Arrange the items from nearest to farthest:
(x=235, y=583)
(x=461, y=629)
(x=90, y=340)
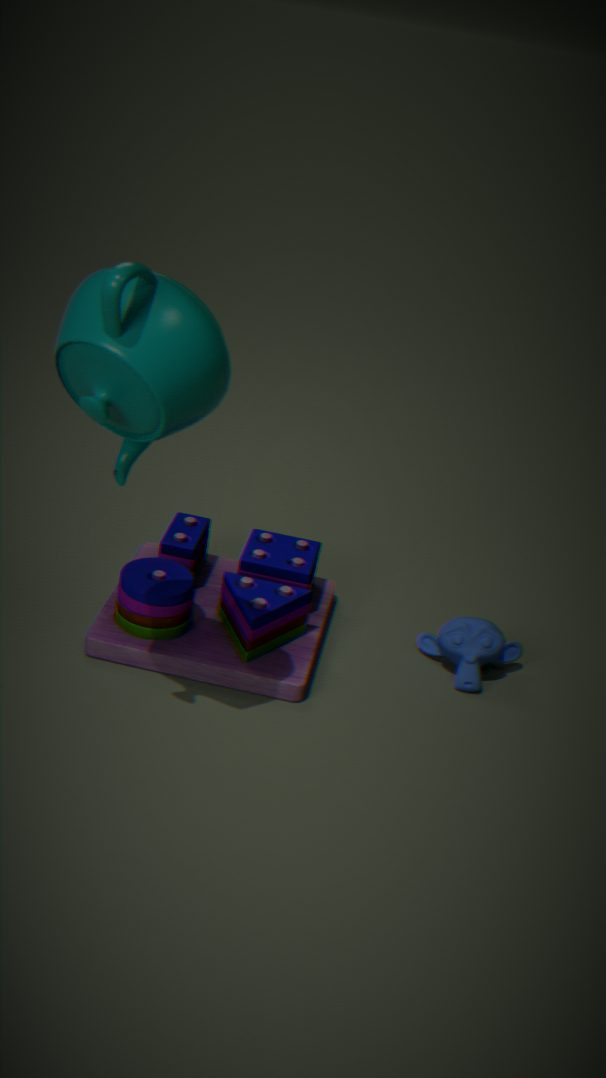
1. (x=90, y=340)
2. (x=235, y=583)
3. (x=461, y=629)
